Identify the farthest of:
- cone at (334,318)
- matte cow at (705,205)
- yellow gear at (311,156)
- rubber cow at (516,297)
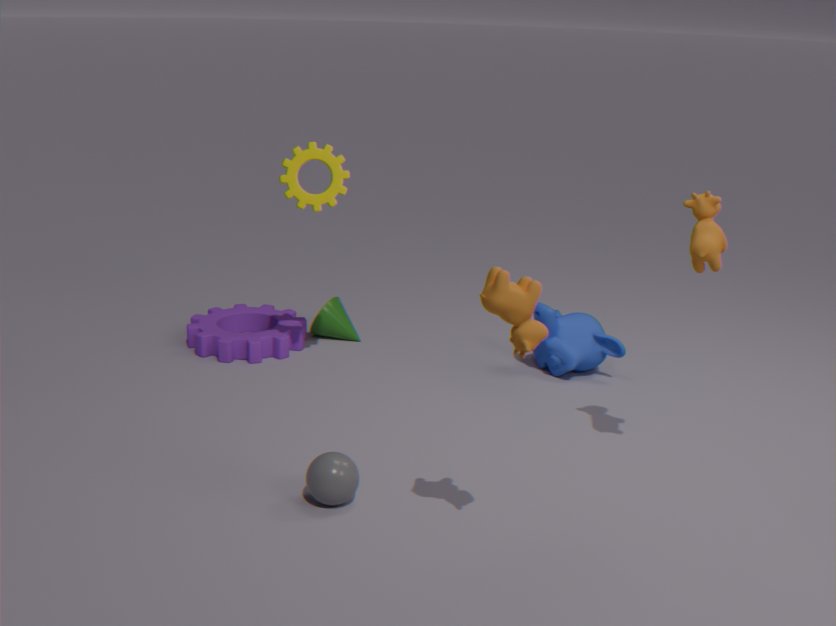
cone at (334,318)
